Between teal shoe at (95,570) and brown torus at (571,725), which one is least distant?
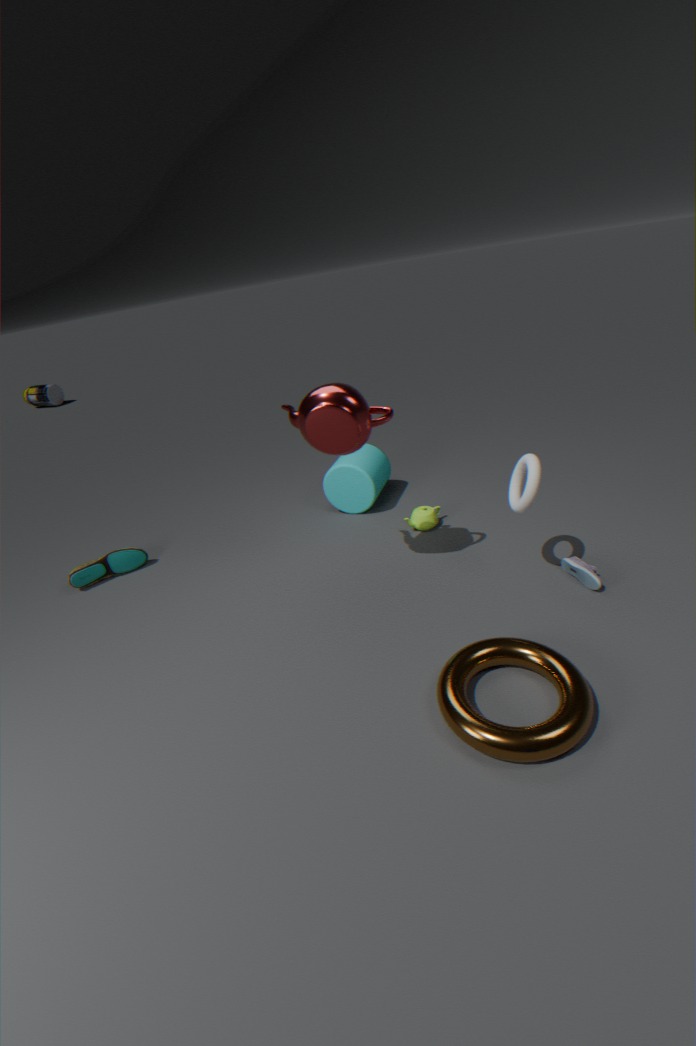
brown torus at (571,725)
